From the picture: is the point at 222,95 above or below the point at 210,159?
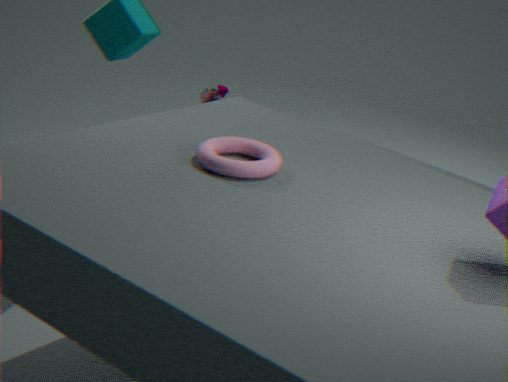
below
